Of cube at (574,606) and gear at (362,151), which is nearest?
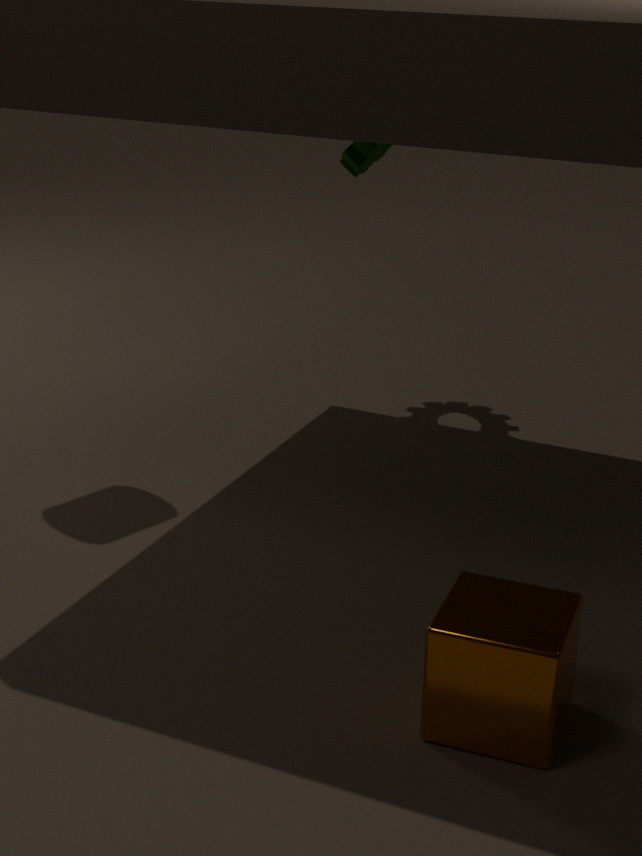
cube at (574,606)
